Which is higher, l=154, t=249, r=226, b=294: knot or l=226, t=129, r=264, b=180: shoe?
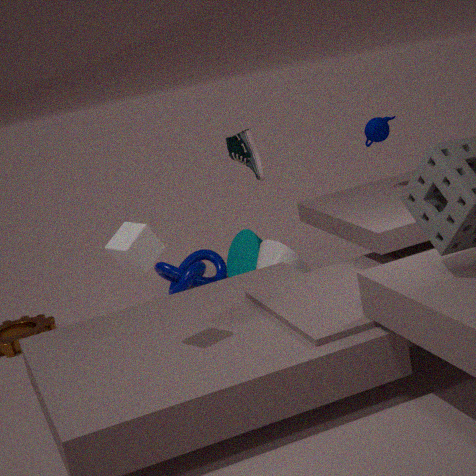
l=226, t=129, r=264, b=180: shoe
